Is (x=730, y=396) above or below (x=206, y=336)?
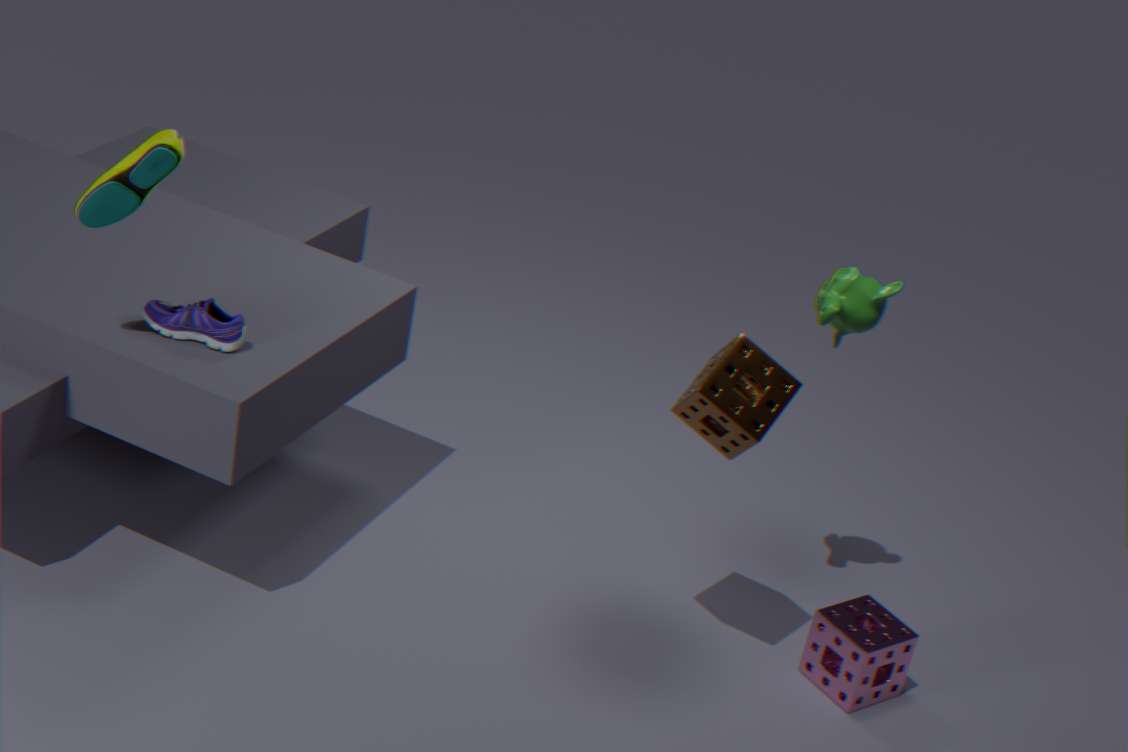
above
